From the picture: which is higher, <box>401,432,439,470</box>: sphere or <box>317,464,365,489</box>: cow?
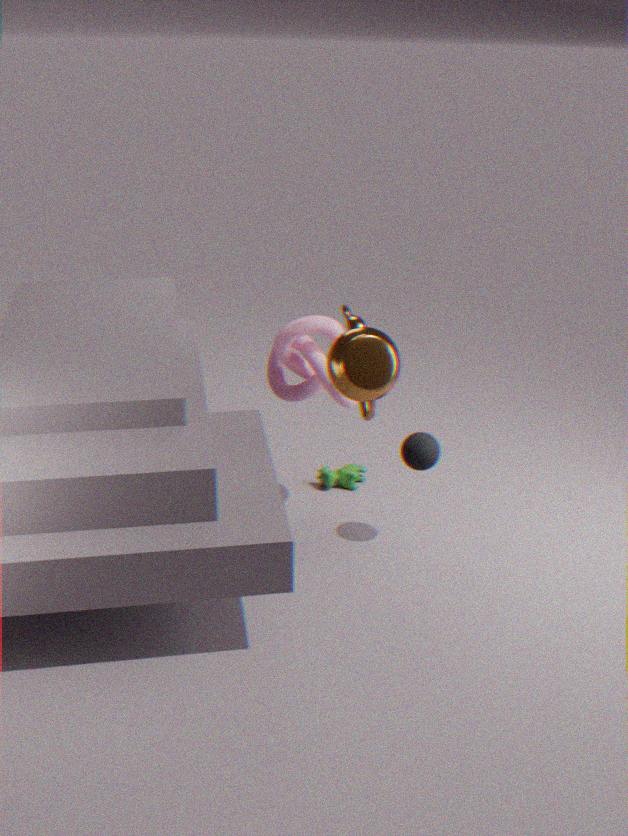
<box>401,432,439,470</box>: sphere
